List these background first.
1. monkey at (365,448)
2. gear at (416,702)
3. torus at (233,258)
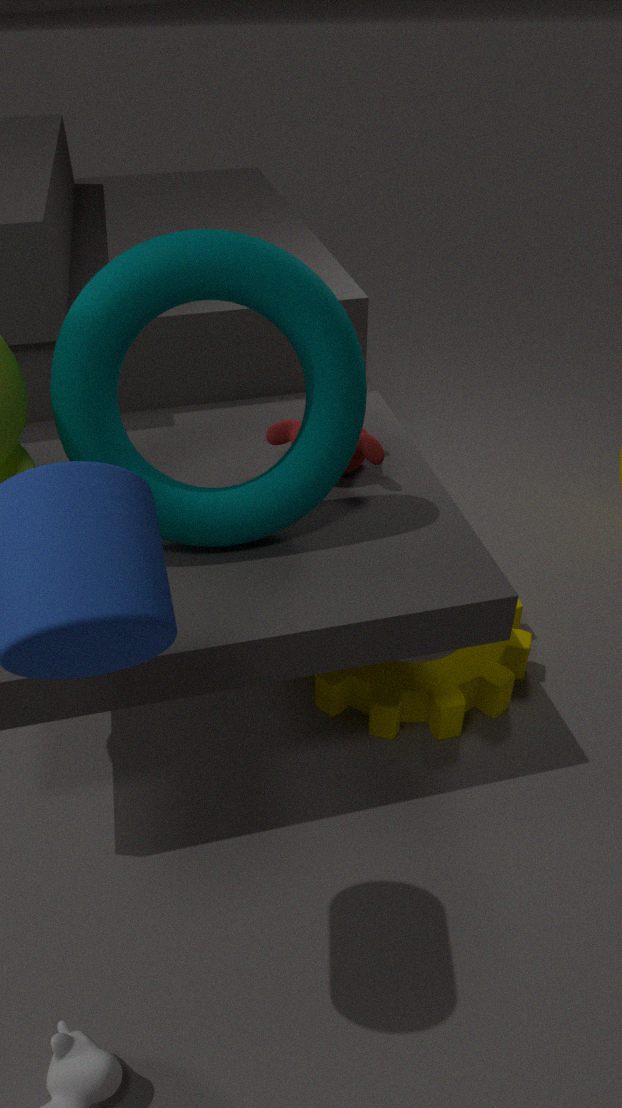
gear at (416,702) < monkey at (365,448) < torus at (233,258)
